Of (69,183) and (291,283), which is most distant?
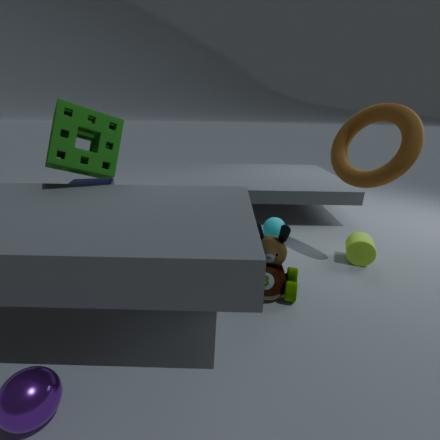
(69,183)
